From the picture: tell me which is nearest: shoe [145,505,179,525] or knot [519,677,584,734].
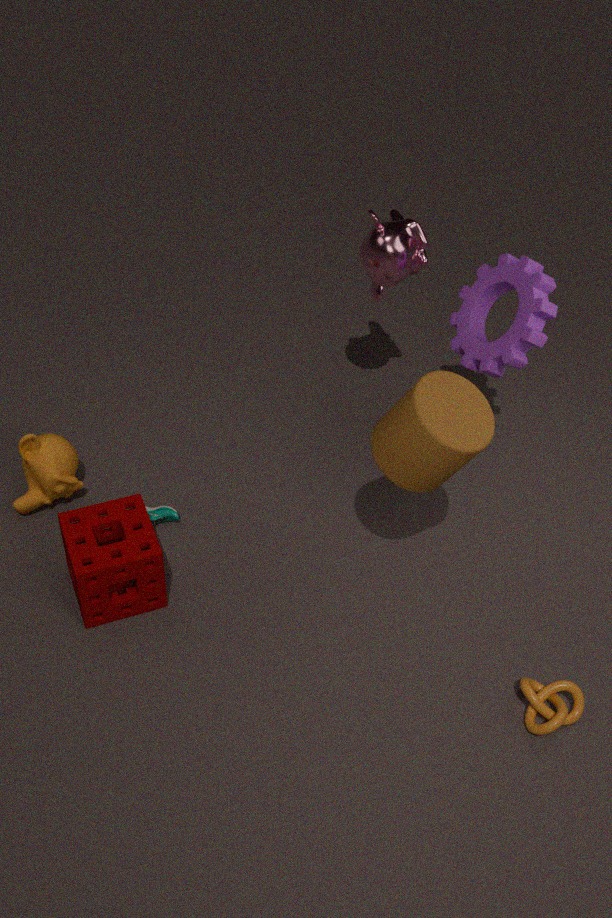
knot [519,677,584,734]
